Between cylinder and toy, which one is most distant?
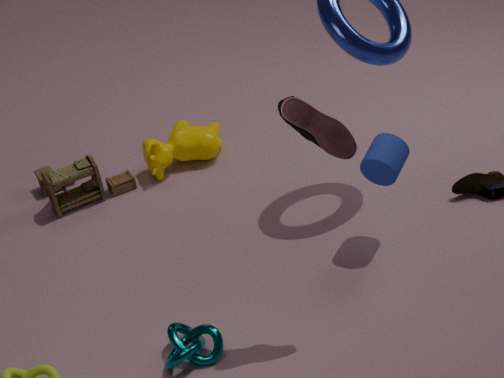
toy
